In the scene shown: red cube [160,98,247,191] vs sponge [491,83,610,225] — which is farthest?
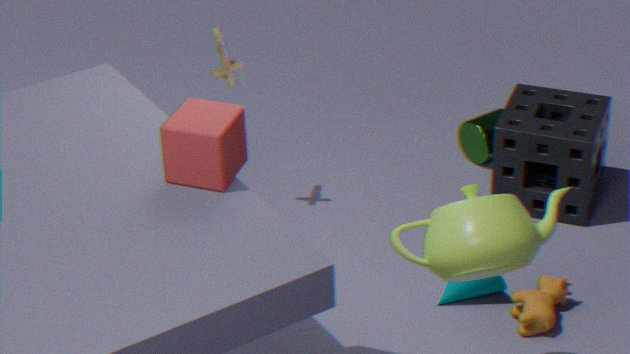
sponge [491,83,610,225]
